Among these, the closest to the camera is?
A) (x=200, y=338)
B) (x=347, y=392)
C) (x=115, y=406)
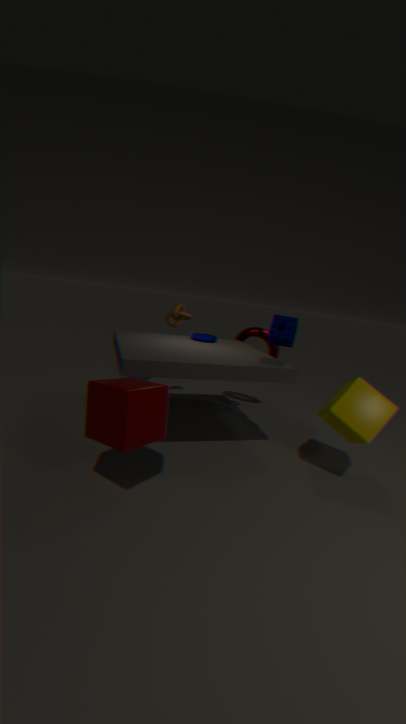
(x=115, y=406)
